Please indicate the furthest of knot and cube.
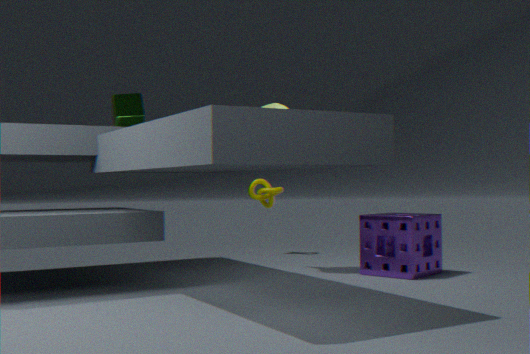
knot
